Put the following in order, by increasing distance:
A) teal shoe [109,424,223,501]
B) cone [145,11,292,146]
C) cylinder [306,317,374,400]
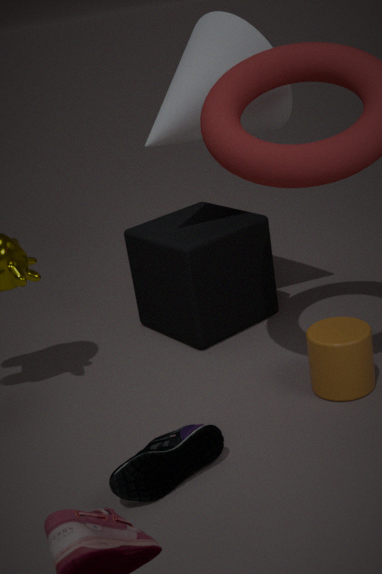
teal shoe [109,424,223,501]
cylinder [306,317,374,400]
cone [145,11,292,146]
